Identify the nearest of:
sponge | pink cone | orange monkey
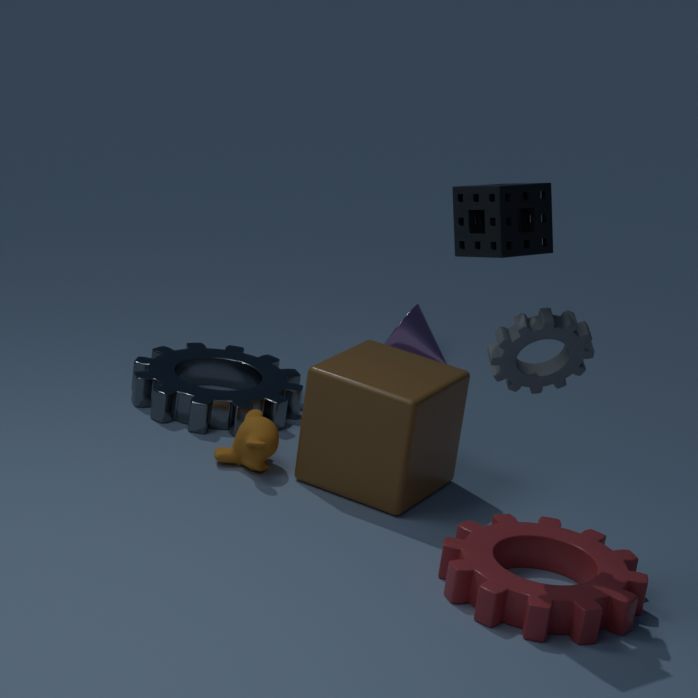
sponge
